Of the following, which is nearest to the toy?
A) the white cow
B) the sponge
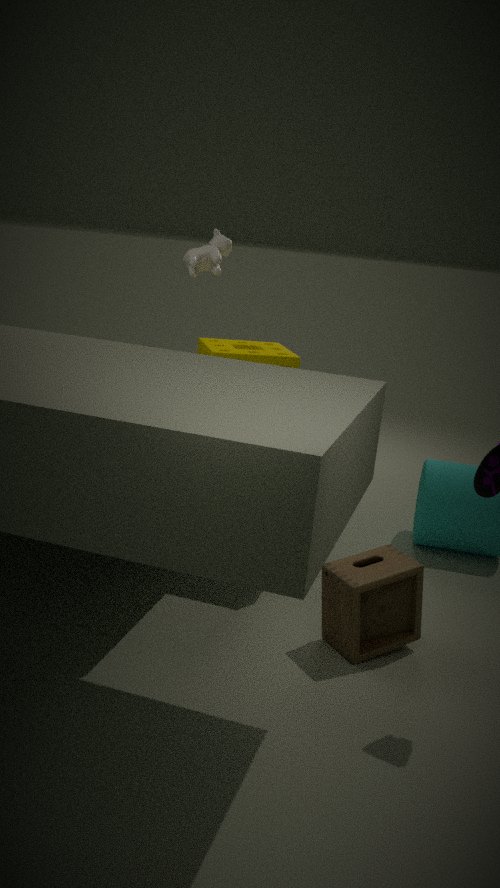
the sponge
